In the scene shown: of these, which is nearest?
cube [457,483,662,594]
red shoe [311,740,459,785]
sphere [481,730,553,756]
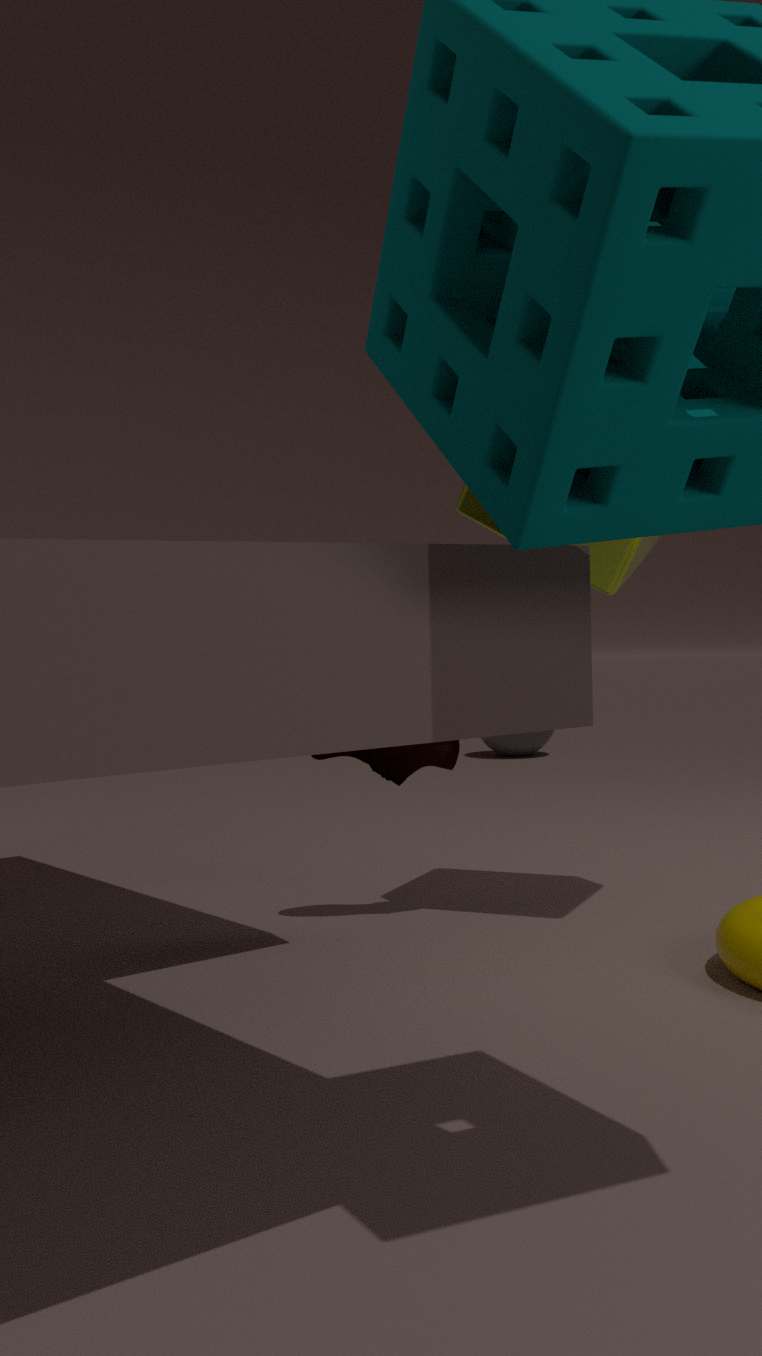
cube [457,483,662,594]
